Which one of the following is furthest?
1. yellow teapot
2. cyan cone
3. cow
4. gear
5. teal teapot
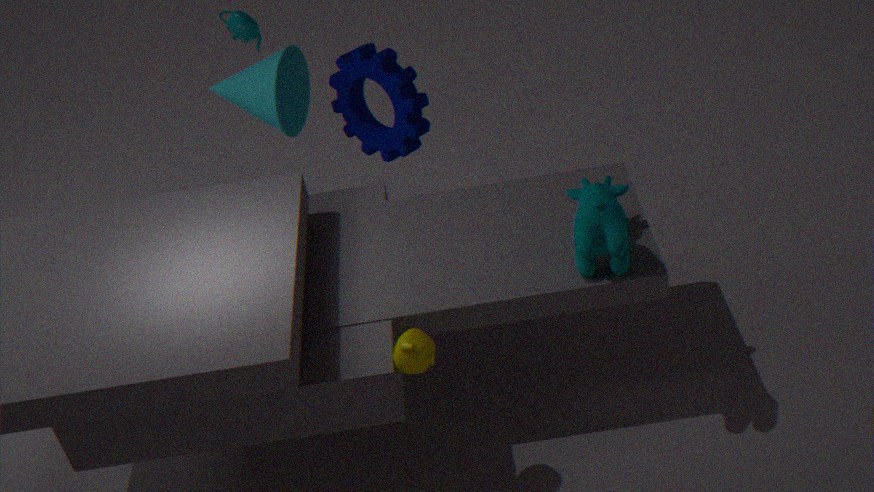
teal teapot
